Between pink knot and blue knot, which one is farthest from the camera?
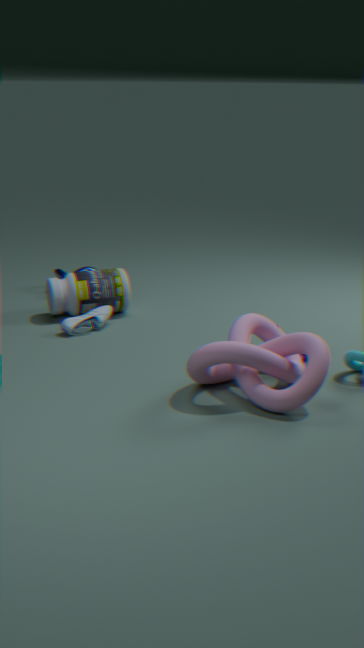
blue knot
